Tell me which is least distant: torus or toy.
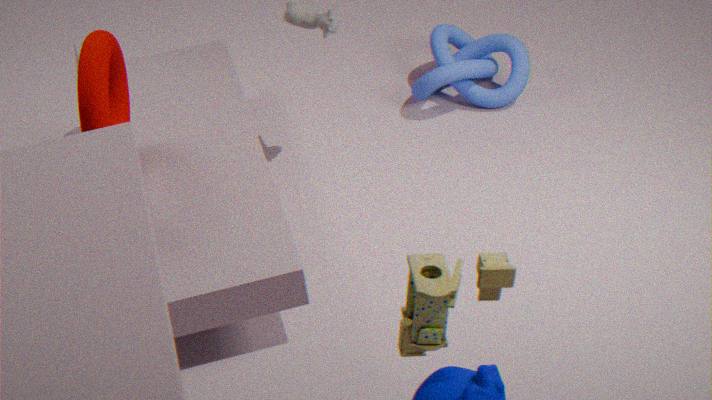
toy
